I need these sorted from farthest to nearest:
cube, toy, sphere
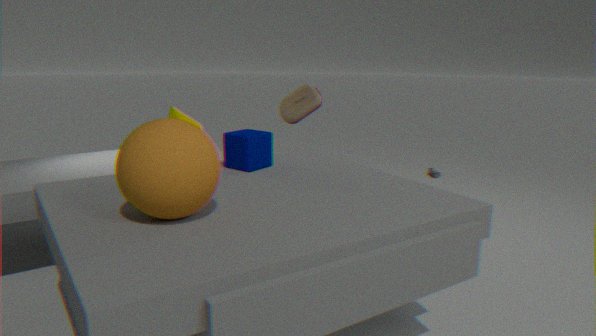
toy, cube, sphere
